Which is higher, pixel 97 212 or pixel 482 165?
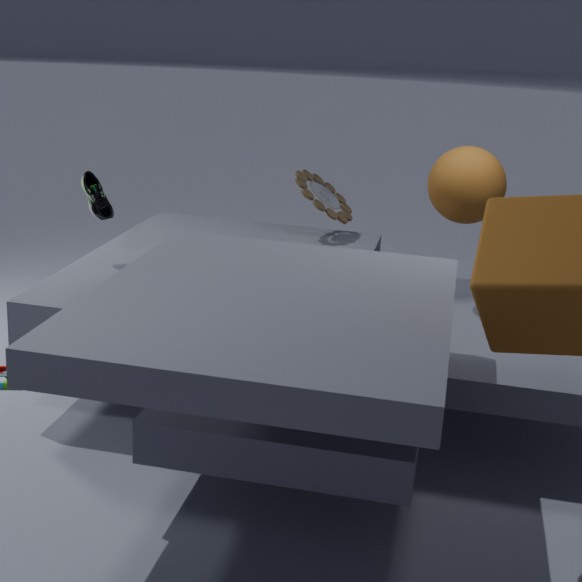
pixel 482 165
